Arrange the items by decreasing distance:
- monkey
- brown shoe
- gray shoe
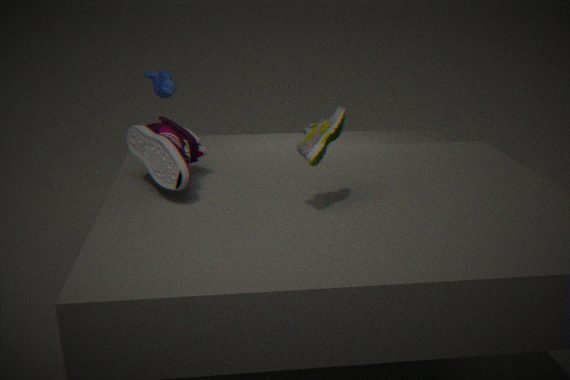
monkey → gray shoe → brown shoe
